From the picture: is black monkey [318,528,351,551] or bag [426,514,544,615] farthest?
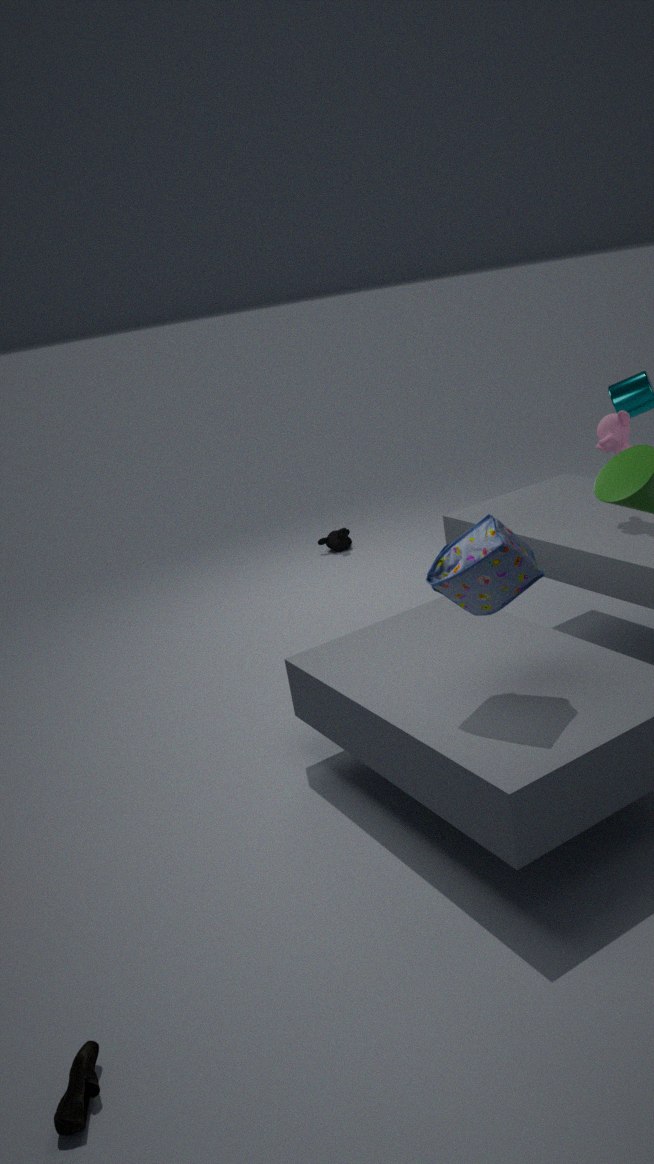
black monkey [318,528,351,551]
